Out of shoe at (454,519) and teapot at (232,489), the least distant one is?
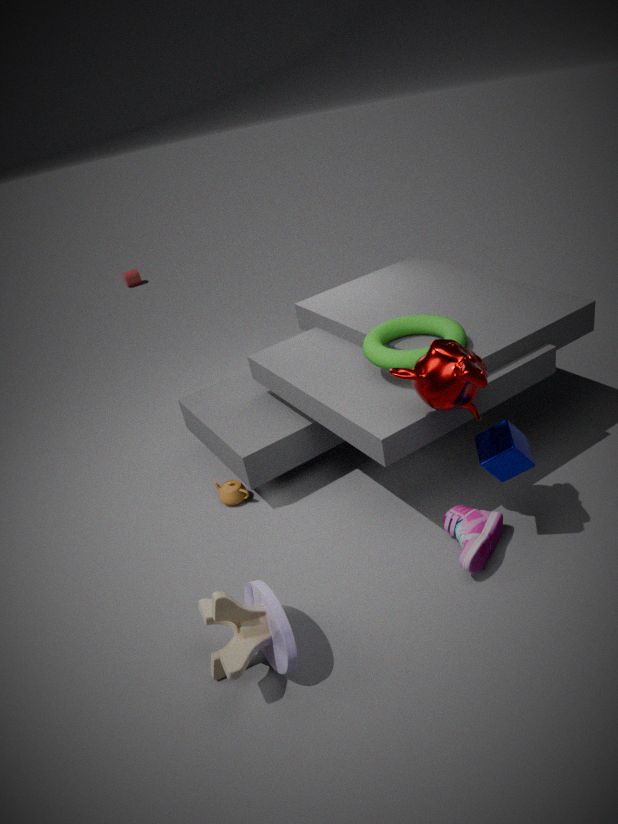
shoe at (454,519)
